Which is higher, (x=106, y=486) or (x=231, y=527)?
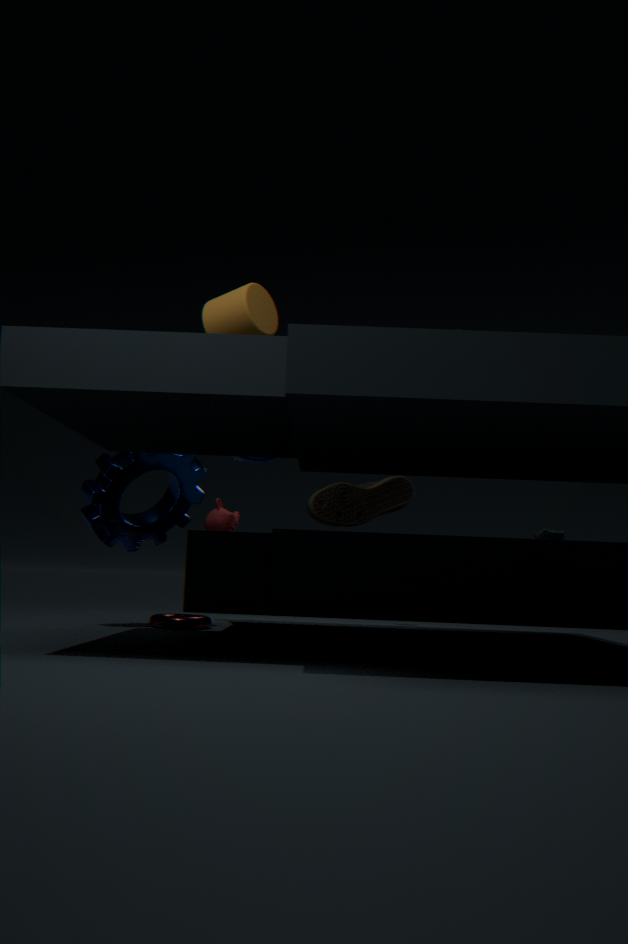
(x=106, y=486)
